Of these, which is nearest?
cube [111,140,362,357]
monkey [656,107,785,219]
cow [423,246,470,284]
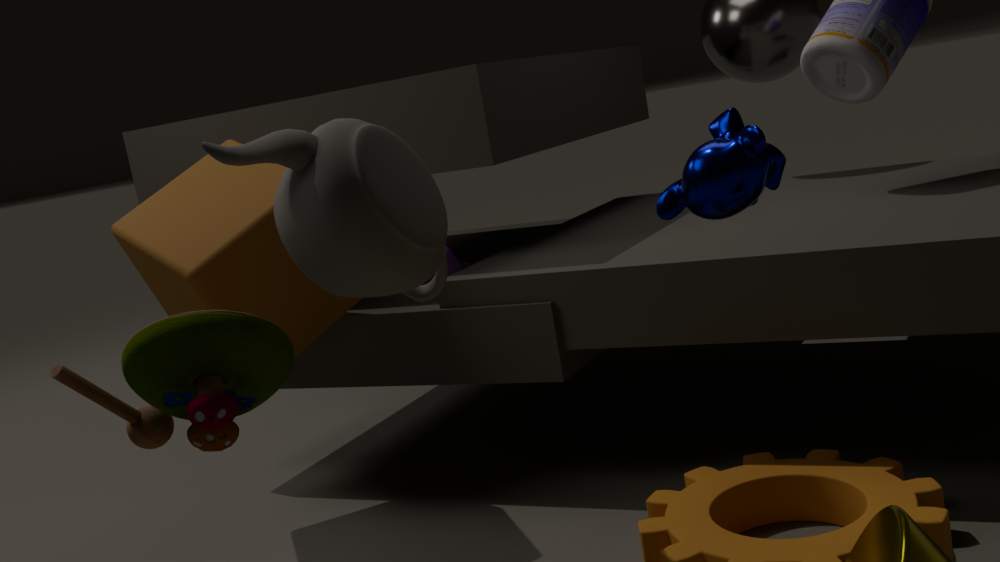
monkey [656,107,785,219]
